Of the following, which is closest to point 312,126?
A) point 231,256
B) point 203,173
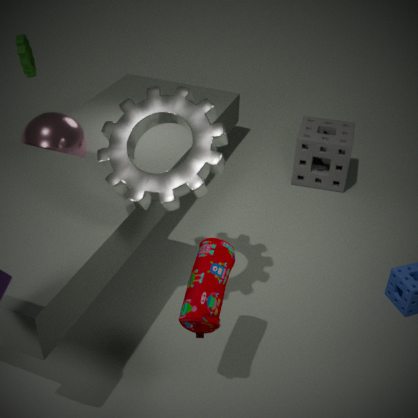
point 203,173
